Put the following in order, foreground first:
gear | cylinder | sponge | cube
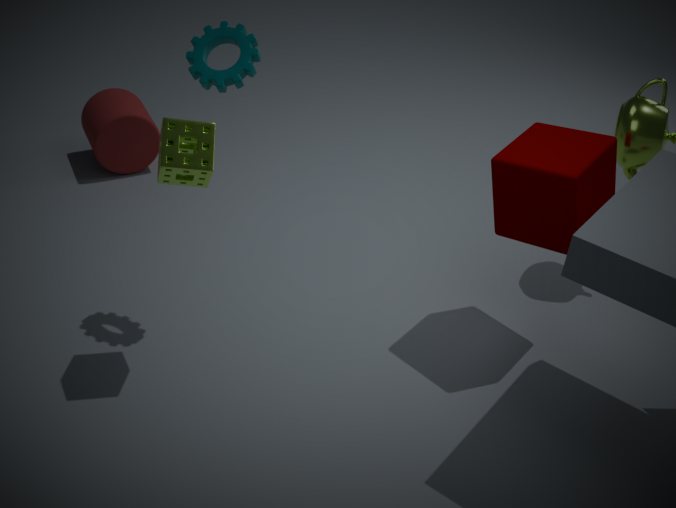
sponge → gear → cube → cylinder
